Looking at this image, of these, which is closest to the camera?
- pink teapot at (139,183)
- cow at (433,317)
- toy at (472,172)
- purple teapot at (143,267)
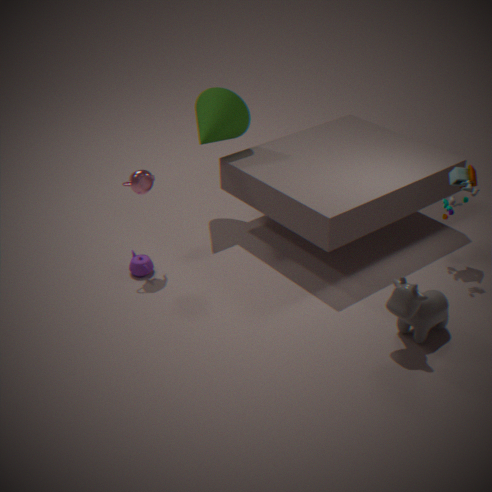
cow at (433,317)
